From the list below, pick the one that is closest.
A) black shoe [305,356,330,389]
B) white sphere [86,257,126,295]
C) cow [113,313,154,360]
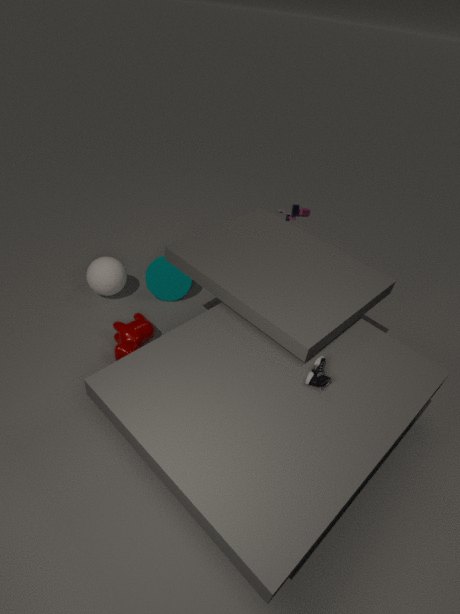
black shoe [305,356,330,389]
